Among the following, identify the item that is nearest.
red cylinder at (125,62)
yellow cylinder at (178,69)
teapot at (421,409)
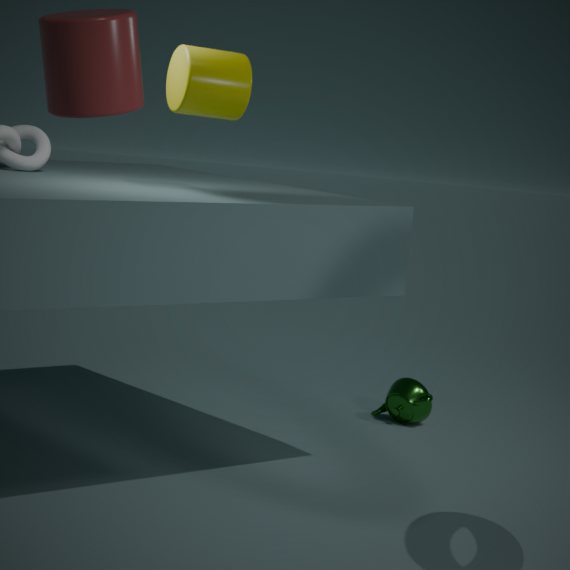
red cylinder at (125,62)
